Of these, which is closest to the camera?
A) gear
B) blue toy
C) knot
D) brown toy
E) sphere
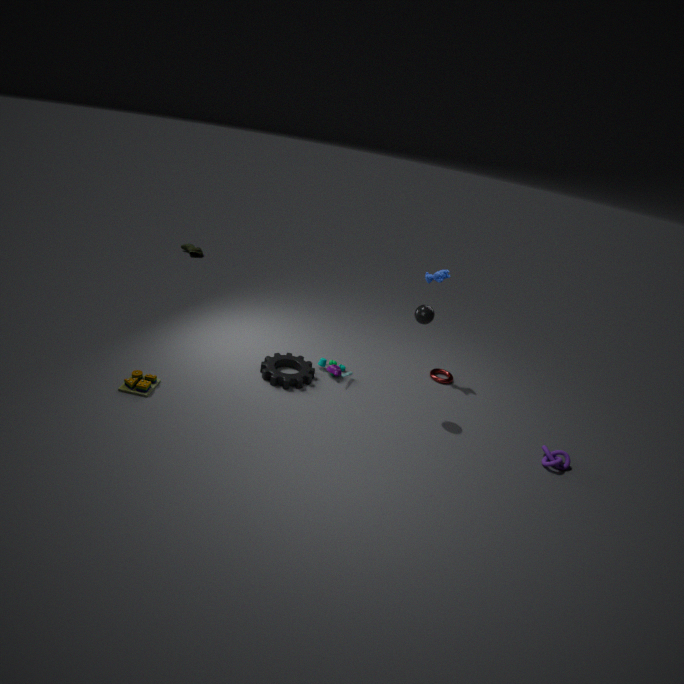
brown toy
